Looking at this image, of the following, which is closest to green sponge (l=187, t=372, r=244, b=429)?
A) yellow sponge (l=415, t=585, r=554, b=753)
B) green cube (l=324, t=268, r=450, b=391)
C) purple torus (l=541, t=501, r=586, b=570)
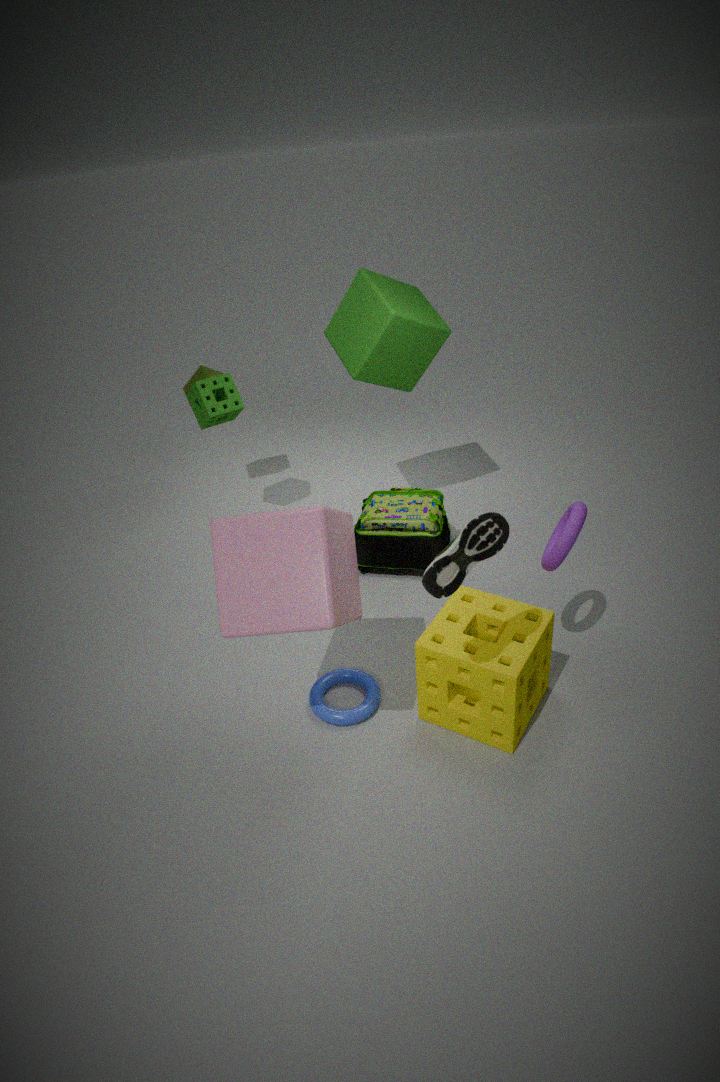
green cube (l=324, t=268, r=450, b=391)
